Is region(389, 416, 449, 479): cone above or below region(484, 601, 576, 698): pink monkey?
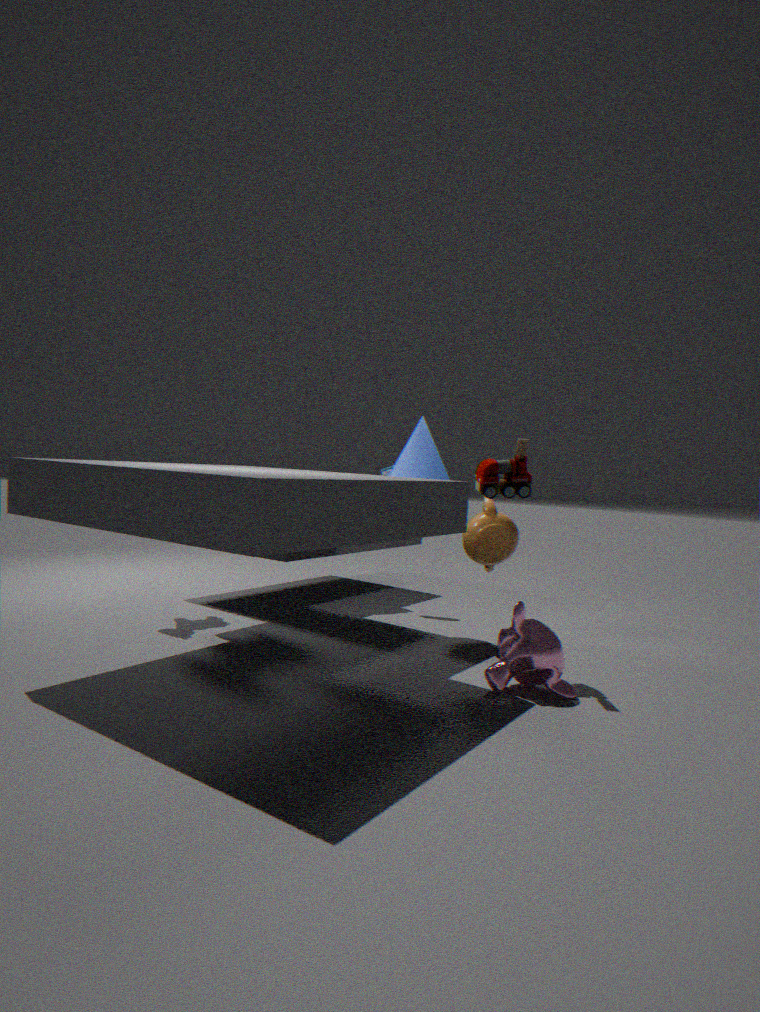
above
